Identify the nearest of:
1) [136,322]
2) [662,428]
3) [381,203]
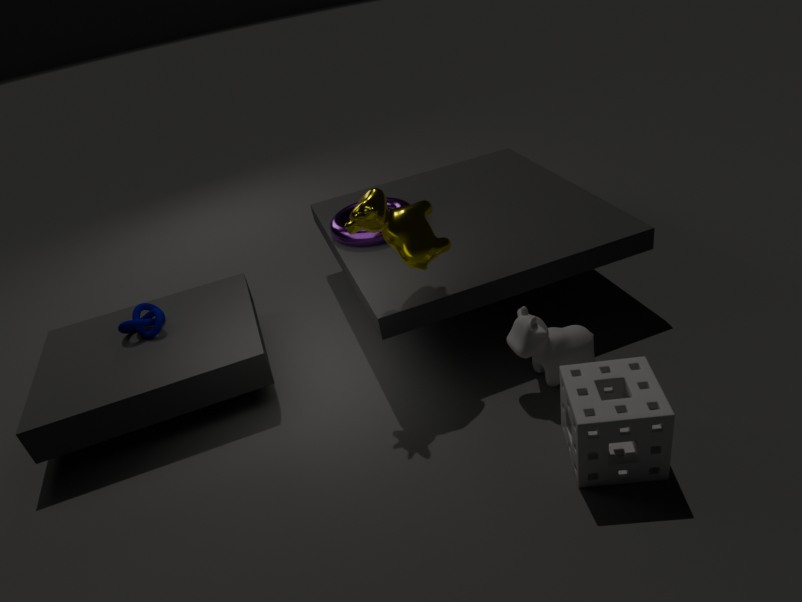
2. [662,428]
